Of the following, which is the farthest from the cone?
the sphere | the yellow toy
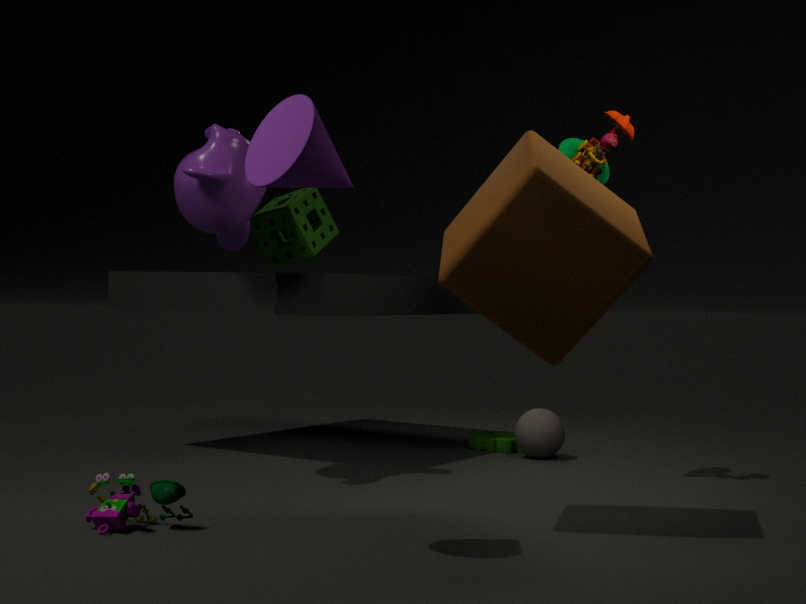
the sphere
